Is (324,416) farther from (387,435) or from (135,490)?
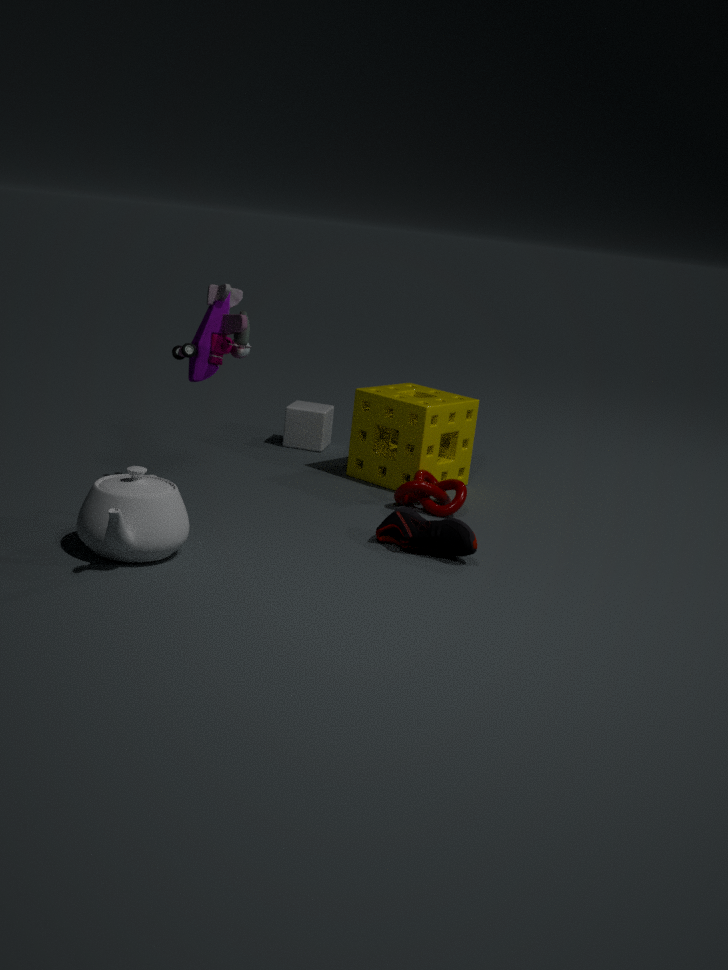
(135,490)
